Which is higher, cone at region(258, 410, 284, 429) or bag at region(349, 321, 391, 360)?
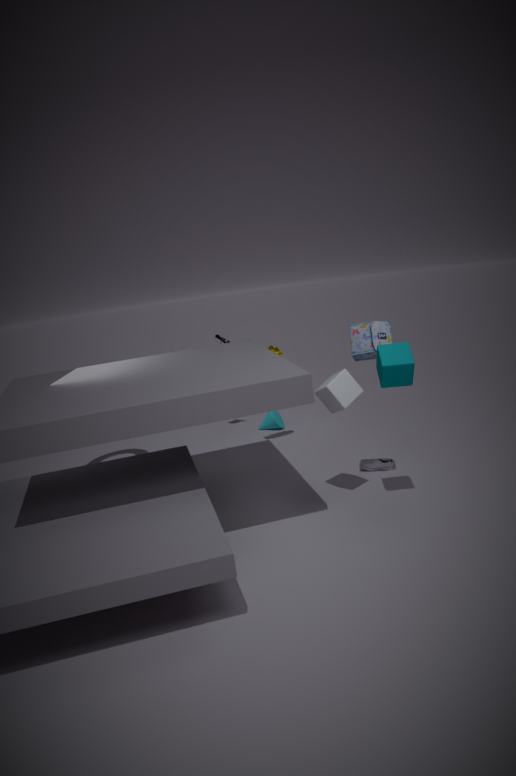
bag at region(349, 321, 391, 360)
